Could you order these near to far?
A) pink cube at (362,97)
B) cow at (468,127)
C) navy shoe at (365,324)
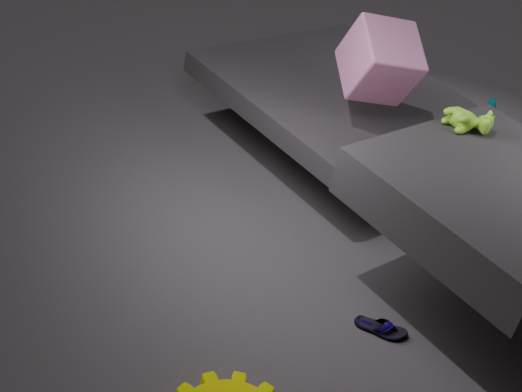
navy shoe at (365,324), cow at (468,127), pink cube at (362,97)
